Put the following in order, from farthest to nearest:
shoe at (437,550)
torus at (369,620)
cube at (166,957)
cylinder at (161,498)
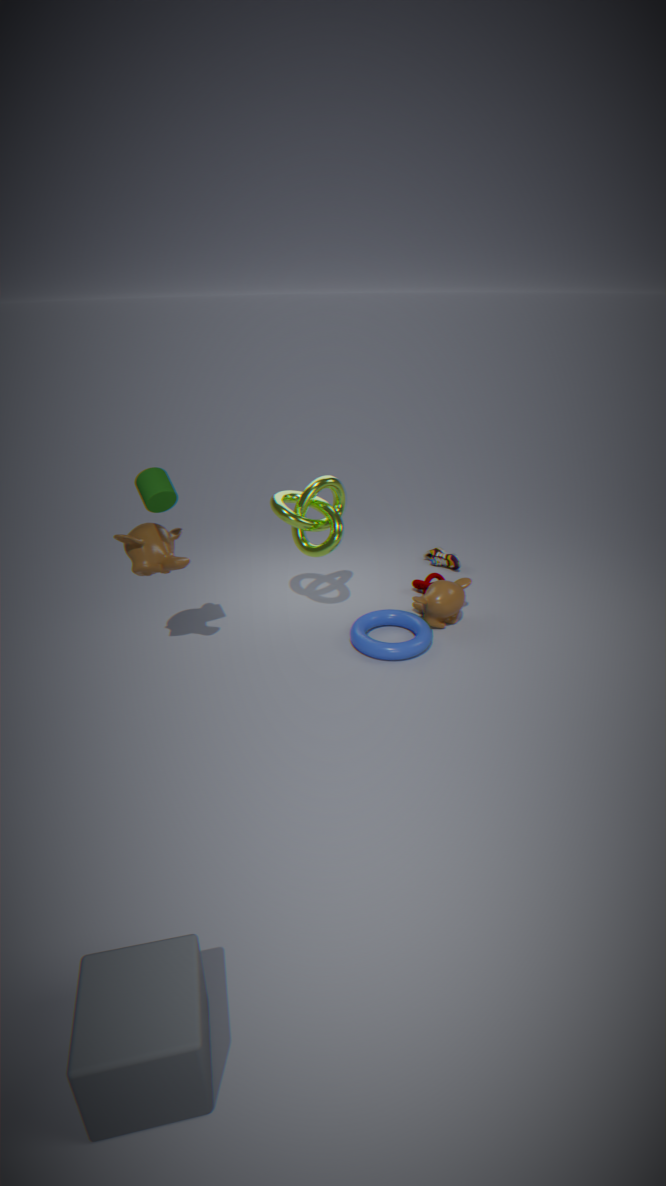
shoe at (437,550), torus at (369,620), cylinder at (161,498), cube at (166,957)
